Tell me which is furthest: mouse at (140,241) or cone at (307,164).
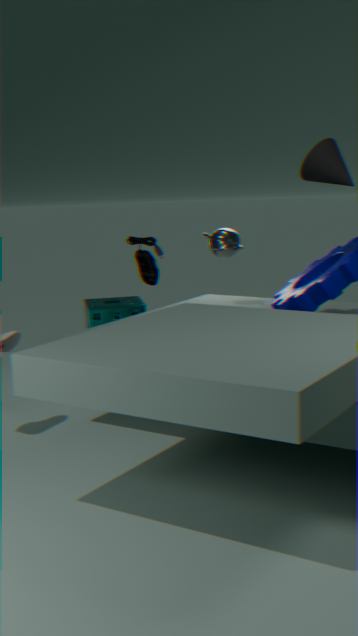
mouse at (140,241)
